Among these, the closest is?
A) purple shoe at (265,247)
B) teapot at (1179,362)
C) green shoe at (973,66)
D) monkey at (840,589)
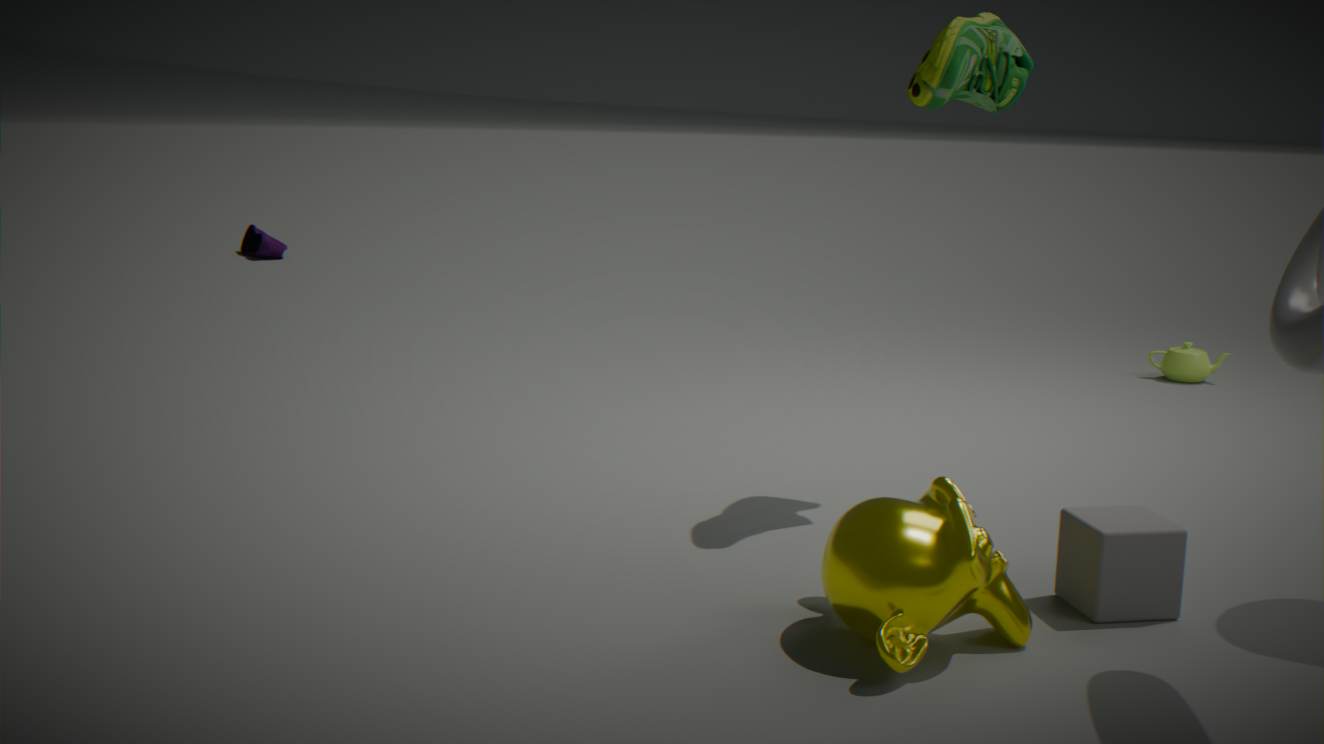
D. monkey at (840,589)
